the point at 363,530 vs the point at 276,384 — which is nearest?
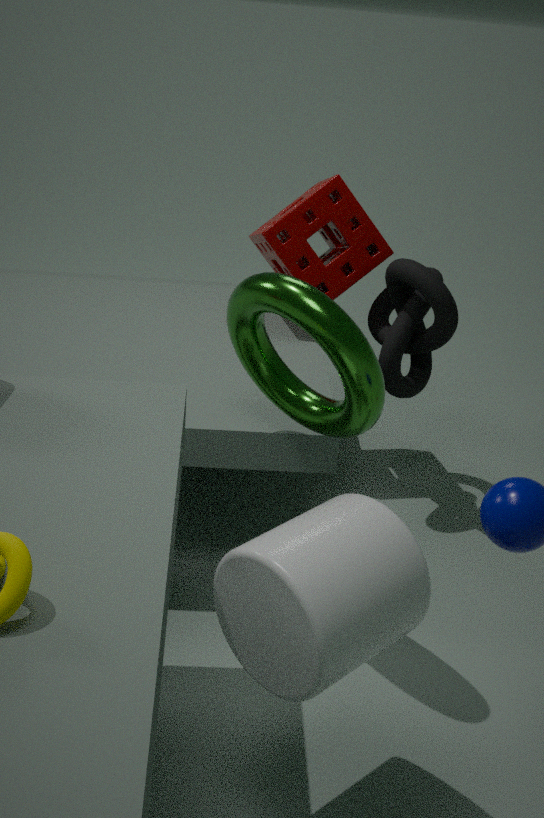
the point at 363,530
